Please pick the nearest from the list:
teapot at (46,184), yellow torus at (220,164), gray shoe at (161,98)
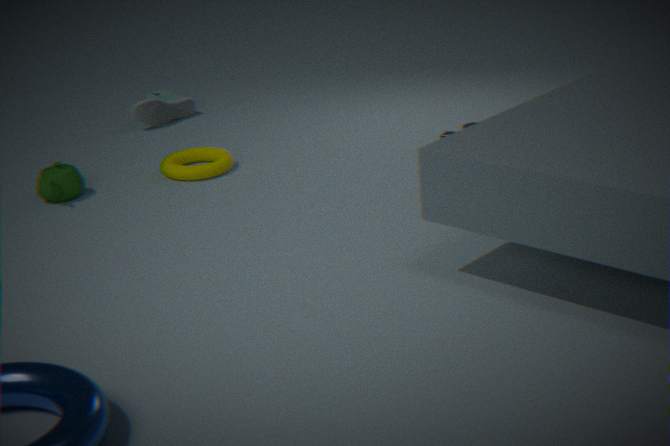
teapot at (46,184)
